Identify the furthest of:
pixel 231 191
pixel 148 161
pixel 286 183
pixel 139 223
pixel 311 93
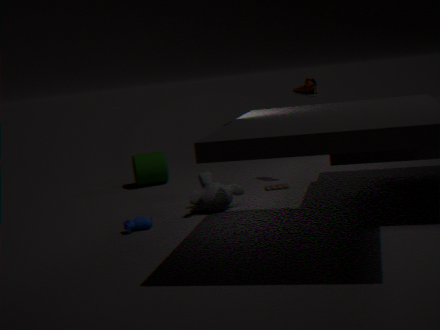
pixel 148 161
